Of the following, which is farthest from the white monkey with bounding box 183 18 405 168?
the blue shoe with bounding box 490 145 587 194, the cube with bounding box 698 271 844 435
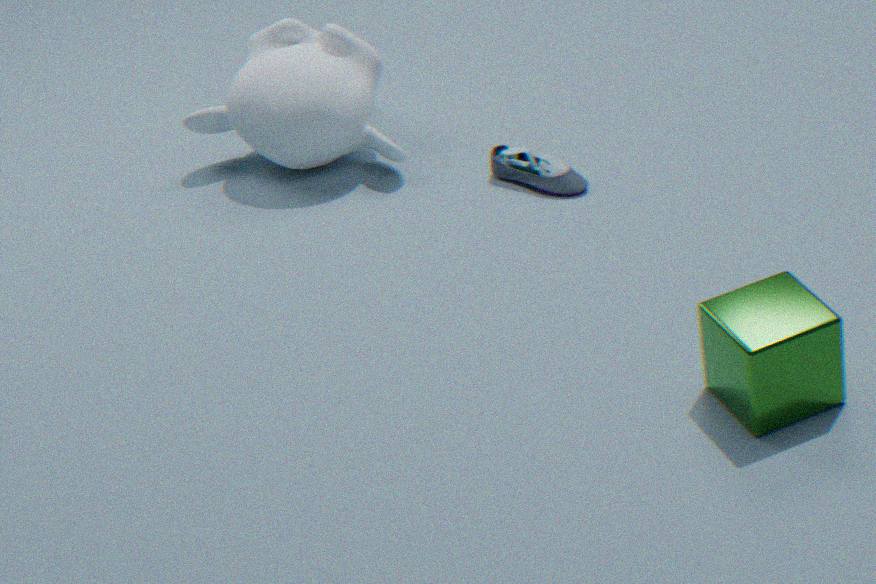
the cube with bounding box 698 271 844 435
